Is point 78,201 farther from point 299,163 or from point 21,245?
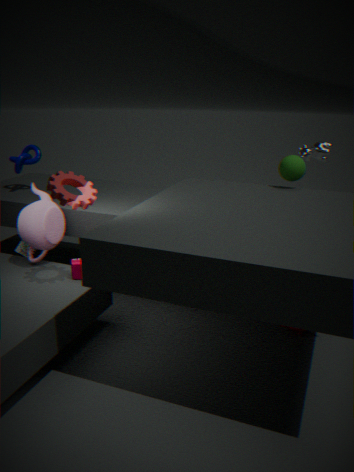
point 299,163
